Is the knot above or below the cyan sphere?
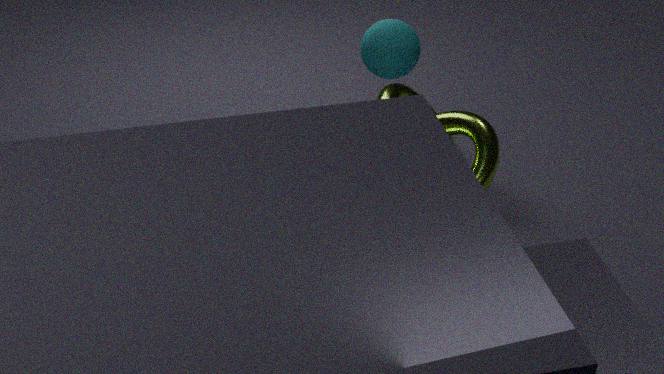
below
